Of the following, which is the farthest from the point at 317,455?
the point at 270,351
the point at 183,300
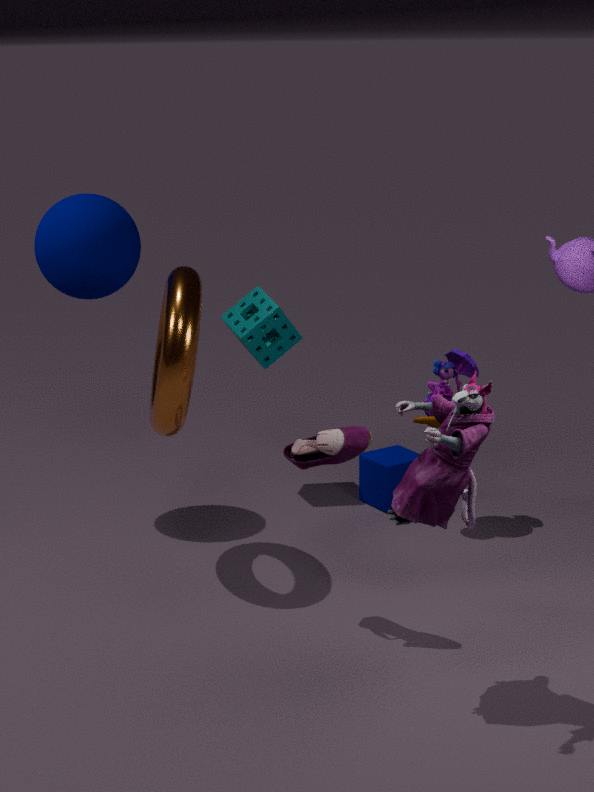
the point at 270,351
